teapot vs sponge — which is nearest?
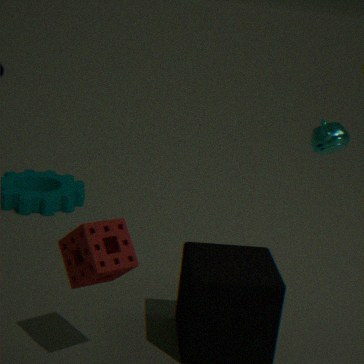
sponge
